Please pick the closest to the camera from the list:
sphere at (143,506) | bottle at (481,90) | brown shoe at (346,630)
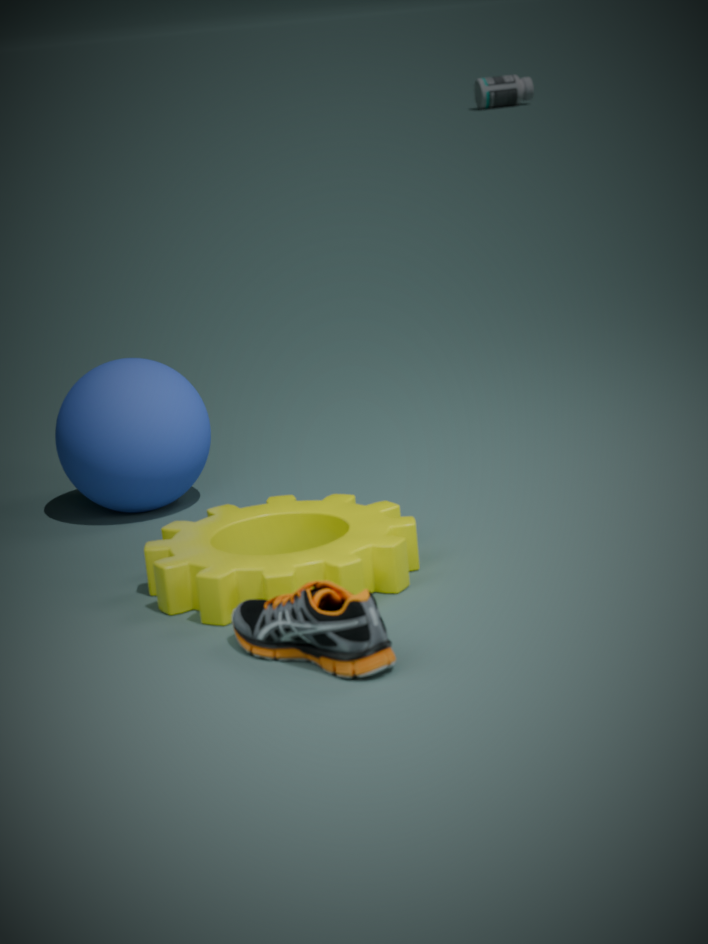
brown shoe at (346,630)
